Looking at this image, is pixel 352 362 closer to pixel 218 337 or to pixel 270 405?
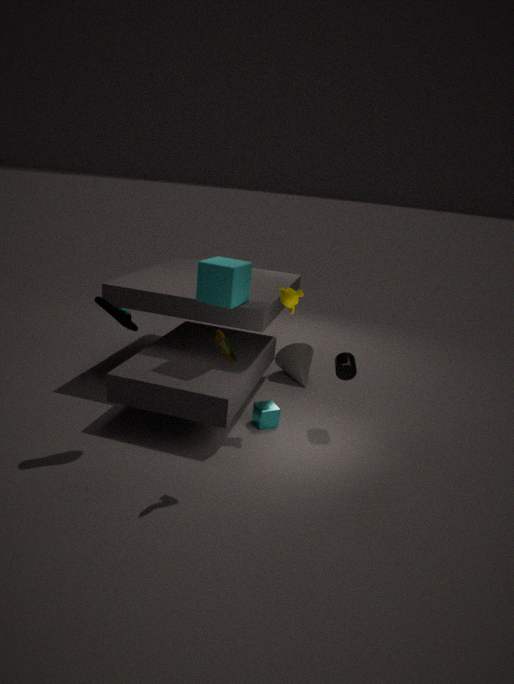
pixel 270 405
